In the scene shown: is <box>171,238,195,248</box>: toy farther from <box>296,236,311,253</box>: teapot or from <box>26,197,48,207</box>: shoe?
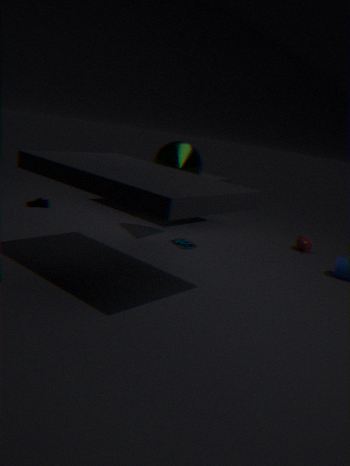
<box>26,197,48,207</box>: shoe
